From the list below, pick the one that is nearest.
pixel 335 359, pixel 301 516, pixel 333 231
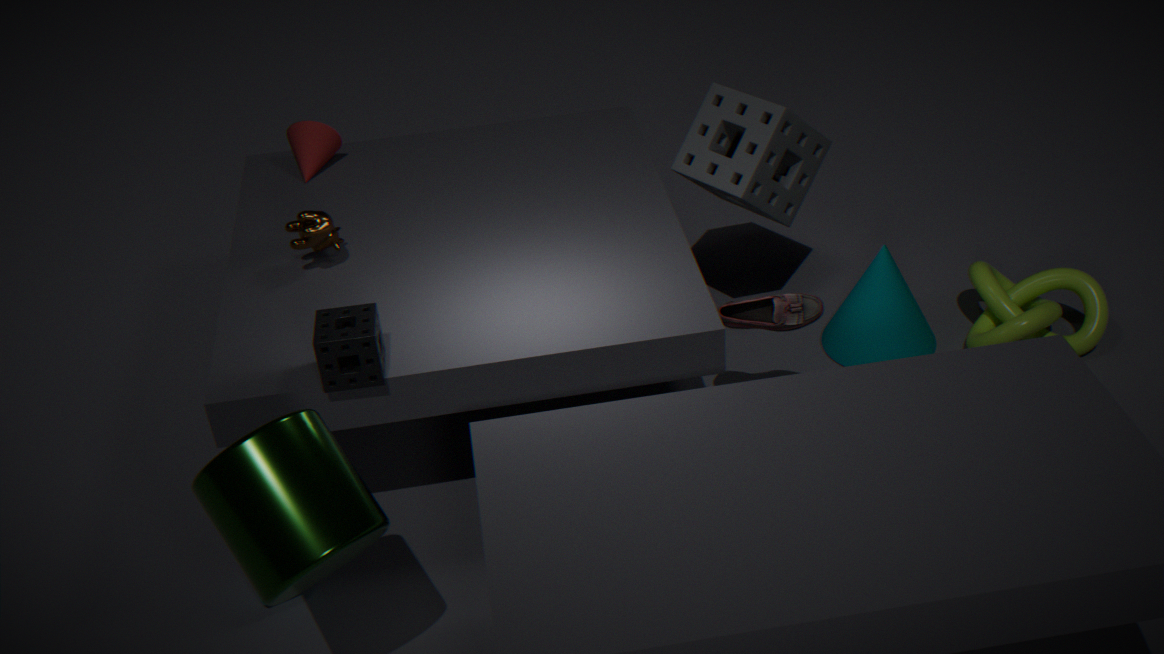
pixel 301 516
